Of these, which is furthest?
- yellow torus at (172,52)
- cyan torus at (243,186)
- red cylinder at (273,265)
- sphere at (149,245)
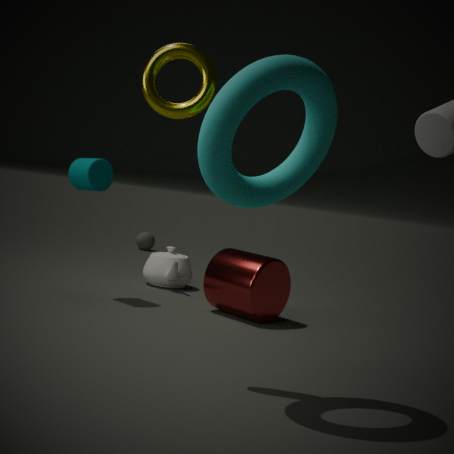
sphere at (149,245)
